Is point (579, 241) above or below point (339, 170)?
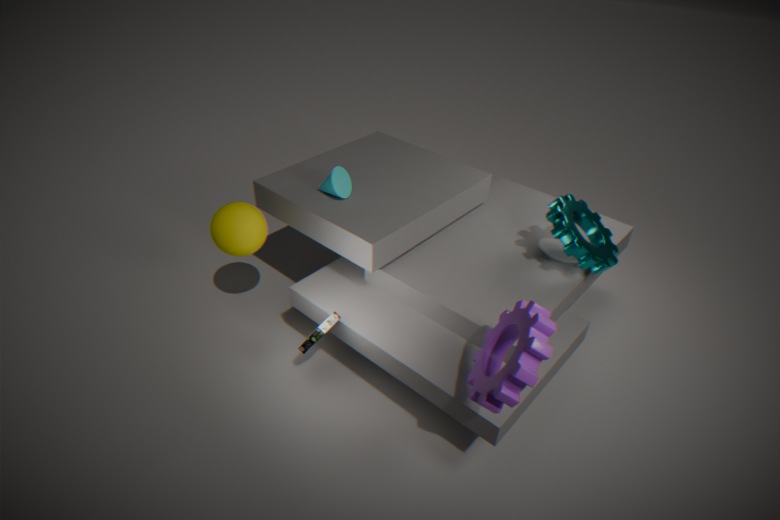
below
